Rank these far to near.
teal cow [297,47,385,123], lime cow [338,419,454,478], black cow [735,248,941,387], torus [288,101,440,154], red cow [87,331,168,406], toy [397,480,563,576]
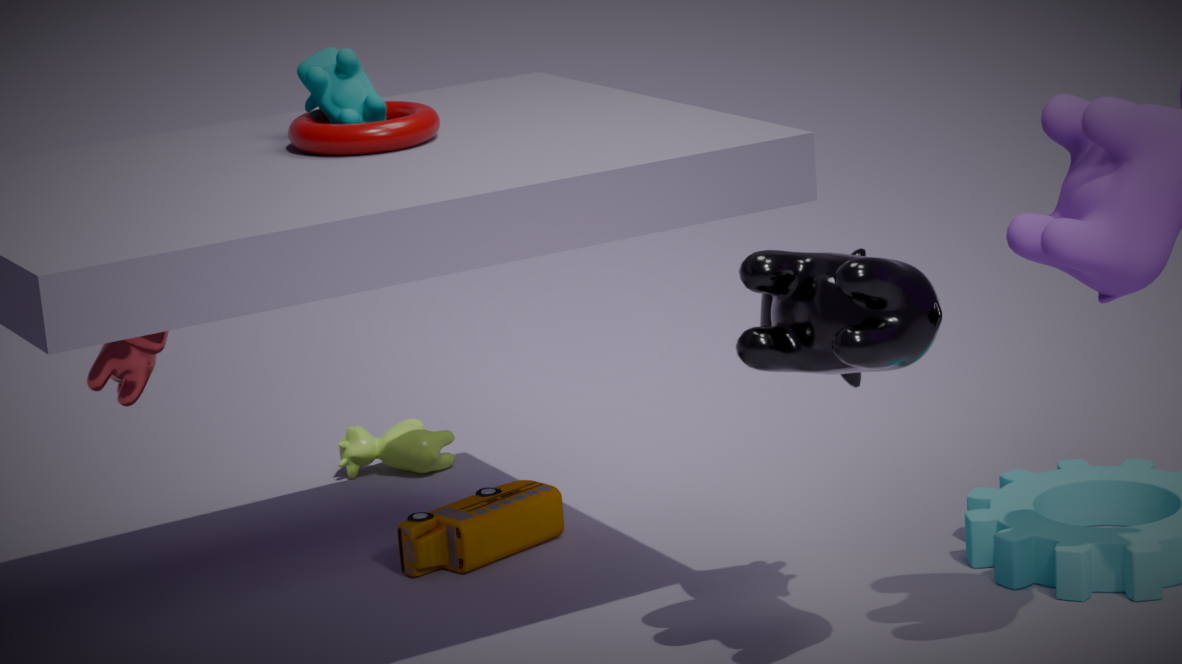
lime cow [338,419,454,478]
toy [397,480,563,576]
red cow [87,331,168,406]
teal cow [297,47,385,123]
torus [288,101,440,154]
black cow [735,248,941,387]
